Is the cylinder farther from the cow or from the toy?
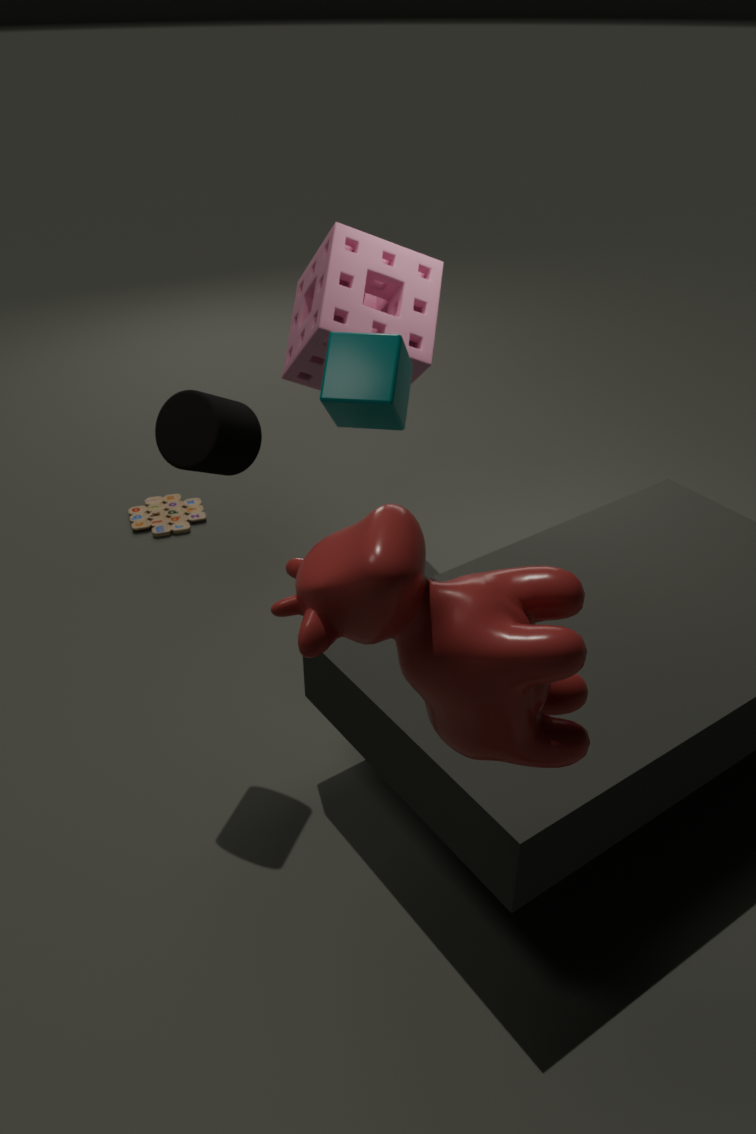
the toy
